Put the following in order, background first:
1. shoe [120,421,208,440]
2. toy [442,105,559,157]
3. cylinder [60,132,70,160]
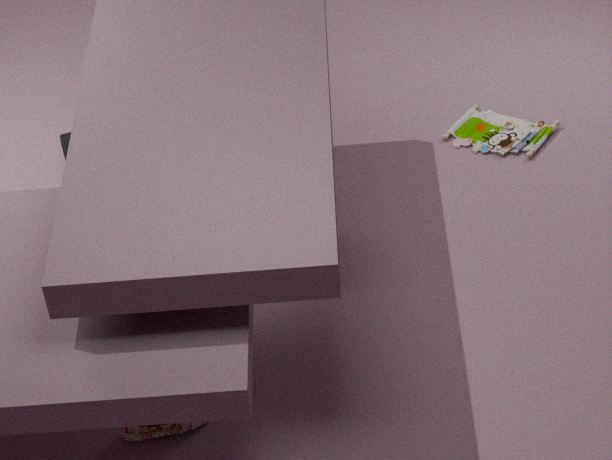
toy [442,105,559,157], cylinder [60,132,70,160], shoe [120,421,208,440]
